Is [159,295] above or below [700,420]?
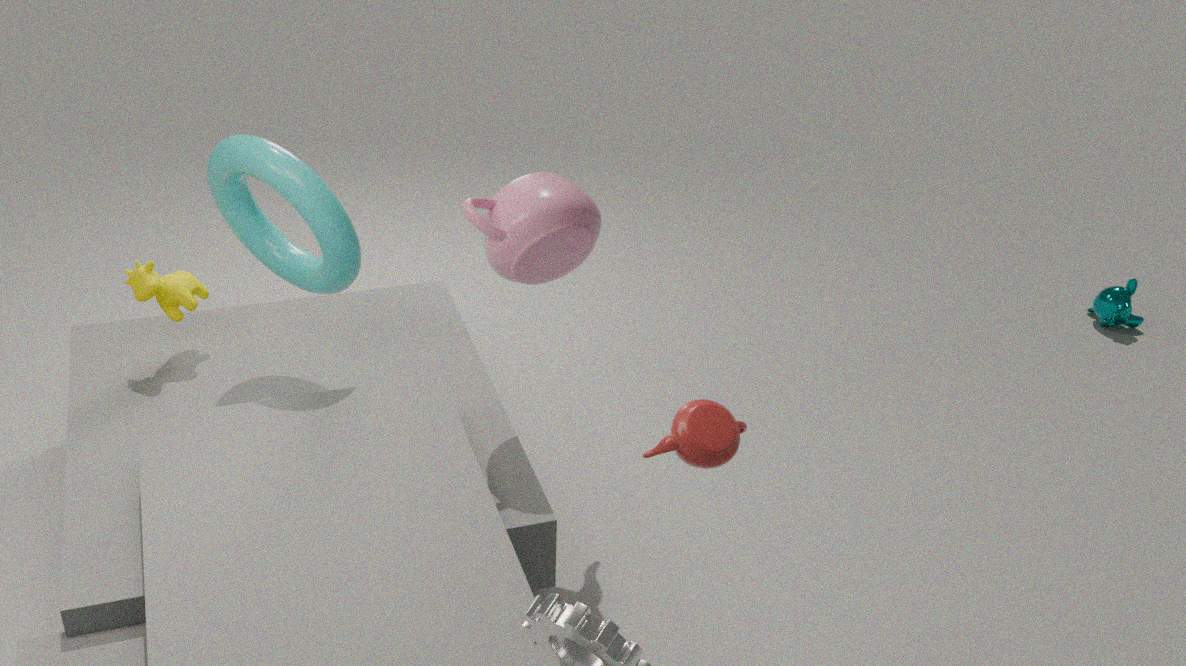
below
